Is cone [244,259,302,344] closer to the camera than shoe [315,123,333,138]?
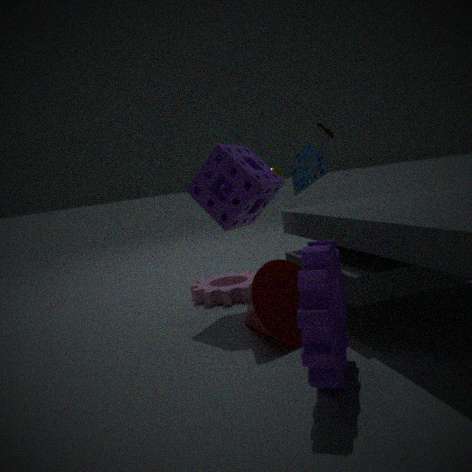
Yes
